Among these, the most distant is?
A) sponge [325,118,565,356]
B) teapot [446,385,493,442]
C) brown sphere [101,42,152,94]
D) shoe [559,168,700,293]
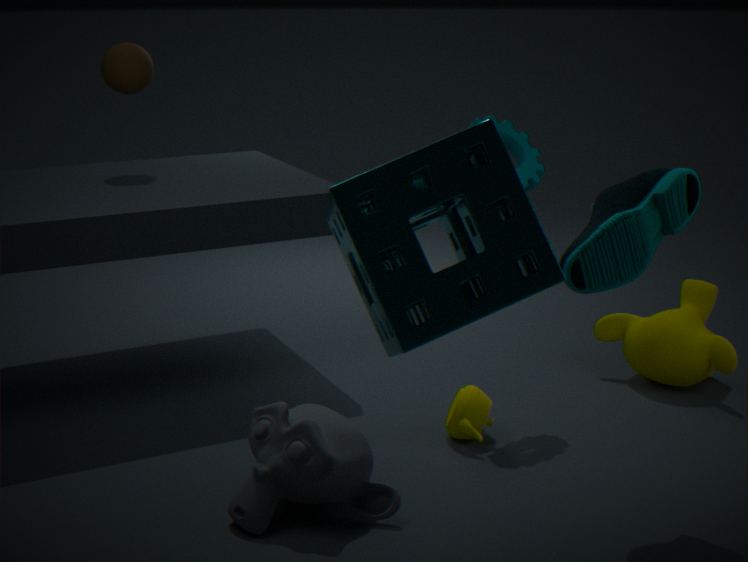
brown sphere [101,42,152,94]
